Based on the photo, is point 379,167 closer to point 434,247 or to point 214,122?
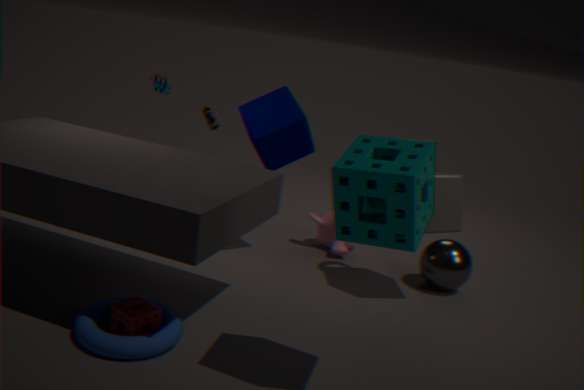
point 434,247
